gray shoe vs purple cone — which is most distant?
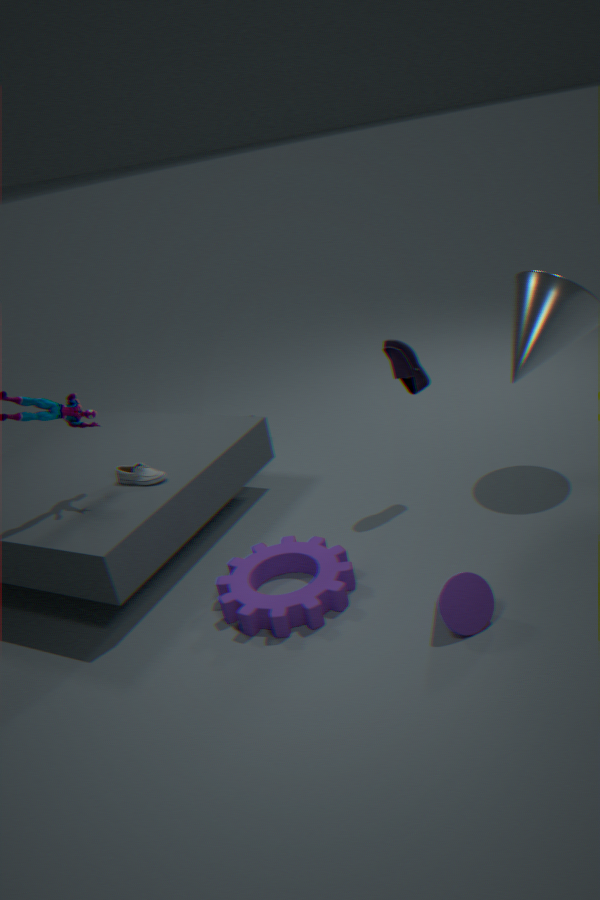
gray shoe
